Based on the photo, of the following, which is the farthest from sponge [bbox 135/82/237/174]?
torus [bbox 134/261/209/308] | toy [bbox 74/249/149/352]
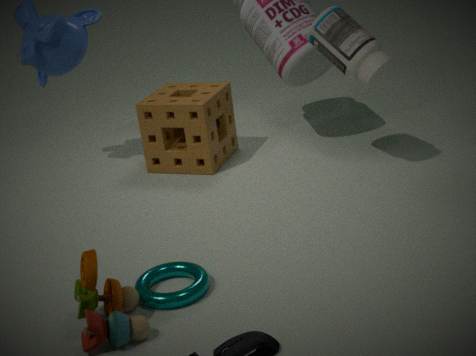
toy [bbox 74/249/149/352]
